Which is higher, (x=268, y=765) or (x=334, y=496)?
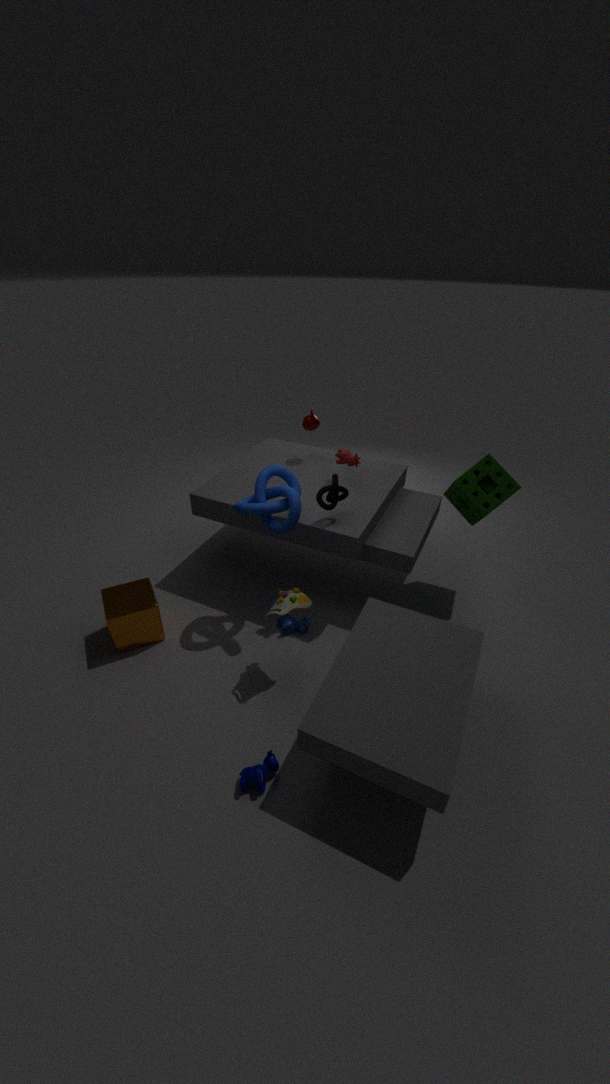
(x=334, y=496)
